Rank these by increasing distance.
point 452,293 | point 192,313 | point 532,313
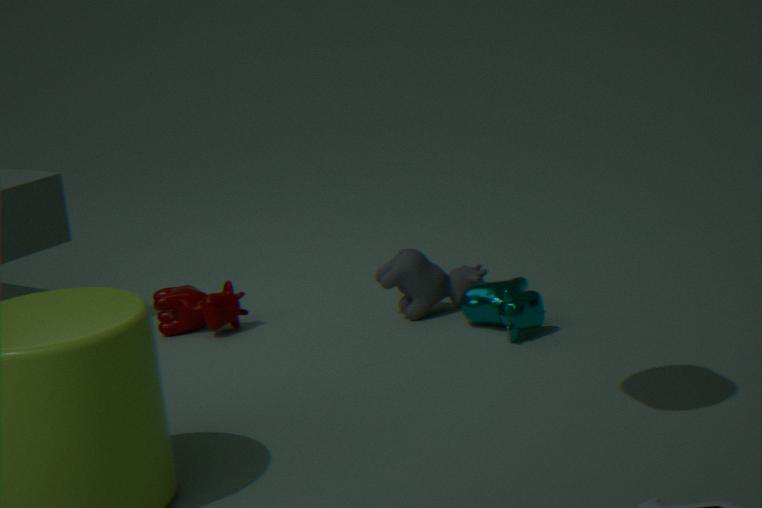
point 532,313 → point 452,293 → point 192,313
